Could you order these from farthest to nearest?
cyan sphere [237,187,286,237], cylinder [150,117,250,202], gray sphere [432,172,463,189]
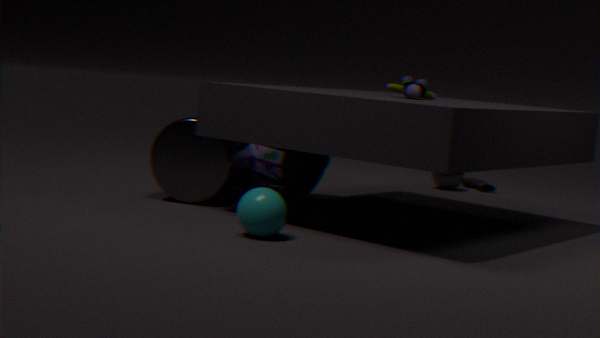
1. gray sphere [432,172,463,189]
2. cylinder [150,117,250,202]
3. cyan sphere [237,187,286,237]
